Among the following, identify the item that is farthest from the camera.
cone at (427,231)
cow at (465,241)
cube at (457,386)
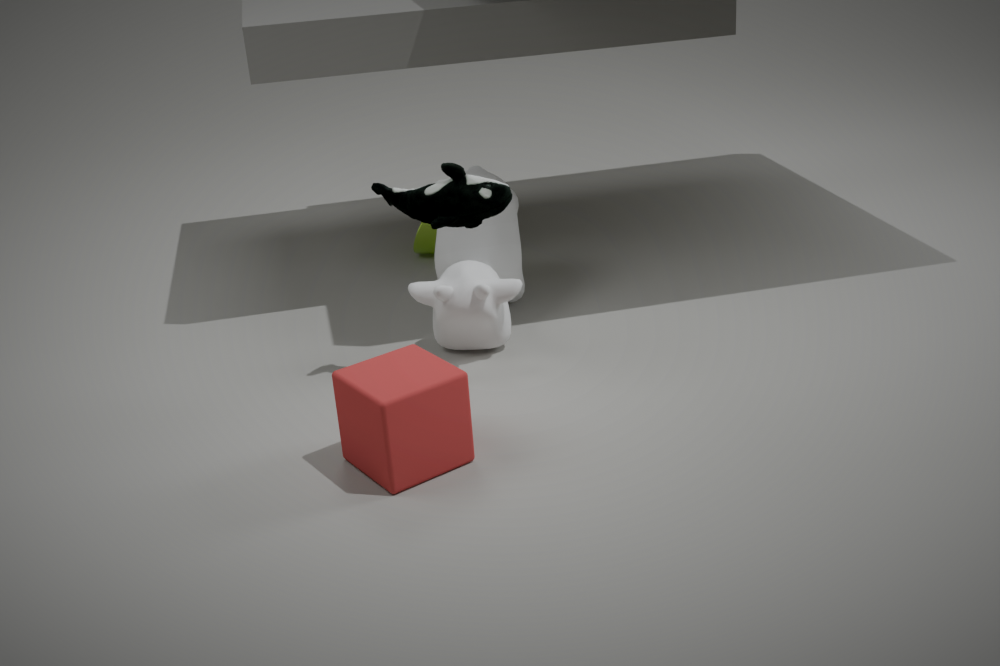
cone at (427,231)
